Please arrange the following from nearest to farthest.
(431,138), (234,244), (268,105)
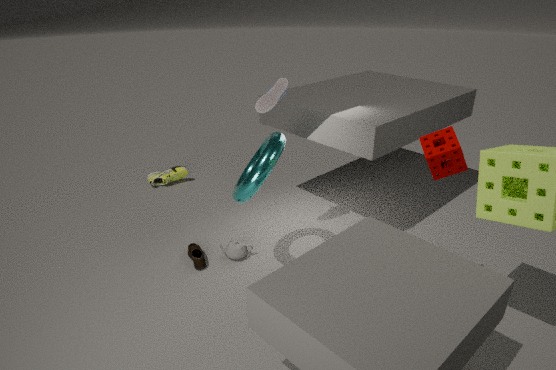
(431,138)
(268,105)
(234,244)
